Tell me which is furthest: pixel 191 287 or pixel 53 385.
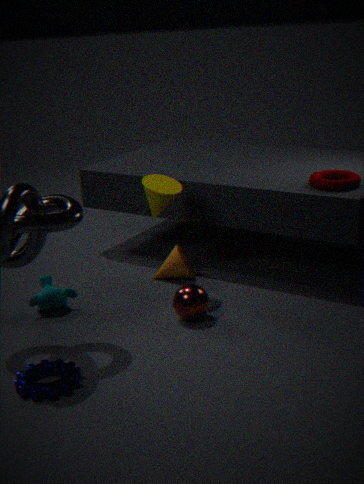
pixel 191 287
